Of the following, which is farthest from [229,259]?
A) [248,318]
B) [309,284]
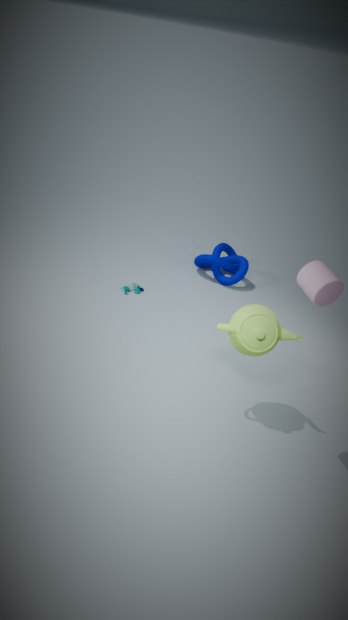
[309,284]
